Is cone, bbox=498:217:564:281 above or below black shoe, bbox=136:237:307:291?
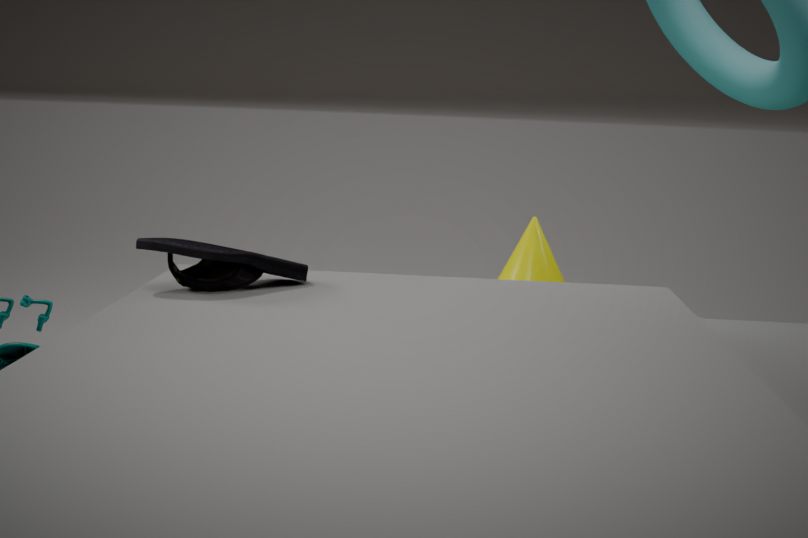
below
